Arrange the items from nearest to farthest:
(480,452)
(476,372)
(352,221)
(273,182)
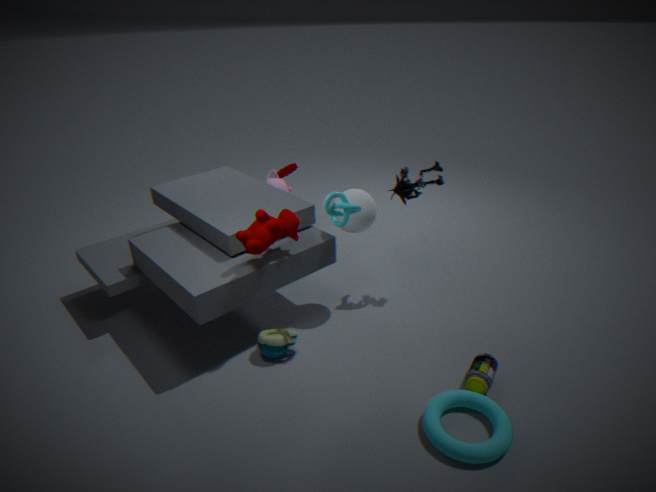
(480,452)
(476,372)
(352,221)
(273,182)
